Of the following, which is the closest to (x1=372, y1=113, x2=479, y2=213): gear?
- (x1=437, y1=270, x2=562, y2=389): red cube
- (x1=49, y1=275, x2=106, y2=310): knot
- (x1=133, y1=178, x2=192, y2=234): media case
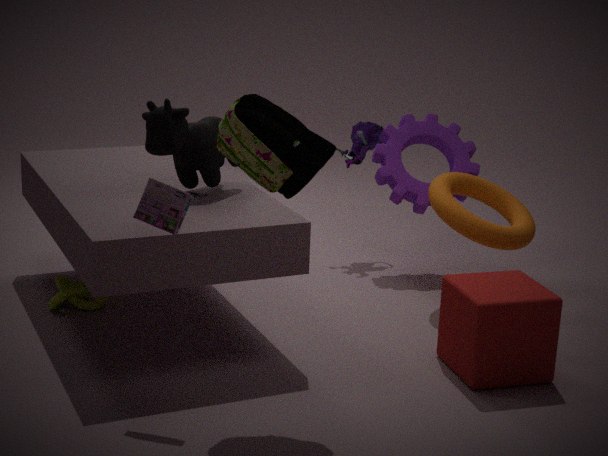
(x1=437, y1=270, x2=562, y2=389): red cube
